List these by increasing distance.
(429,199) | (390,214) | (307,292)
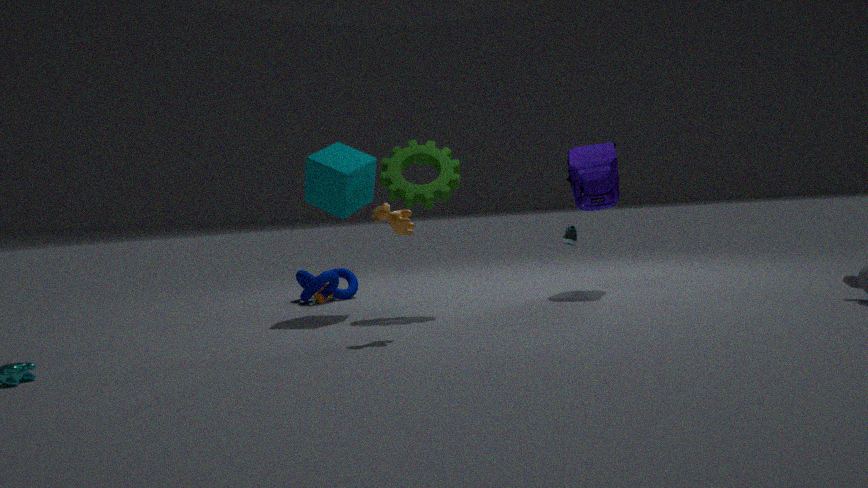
1. (390,214)
2. (429,199)
3. (307,292)
